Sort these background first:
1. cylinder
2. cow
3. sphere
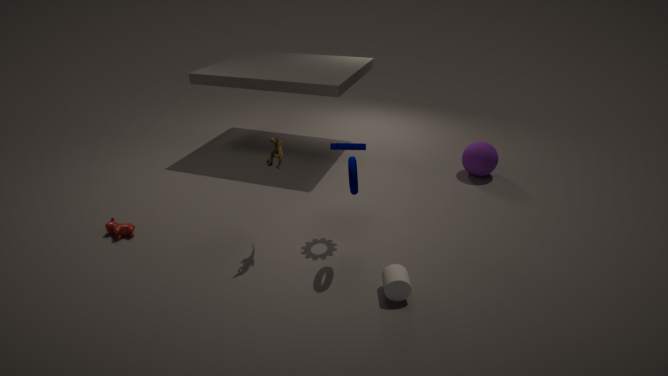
sphere
cow
cylinder
